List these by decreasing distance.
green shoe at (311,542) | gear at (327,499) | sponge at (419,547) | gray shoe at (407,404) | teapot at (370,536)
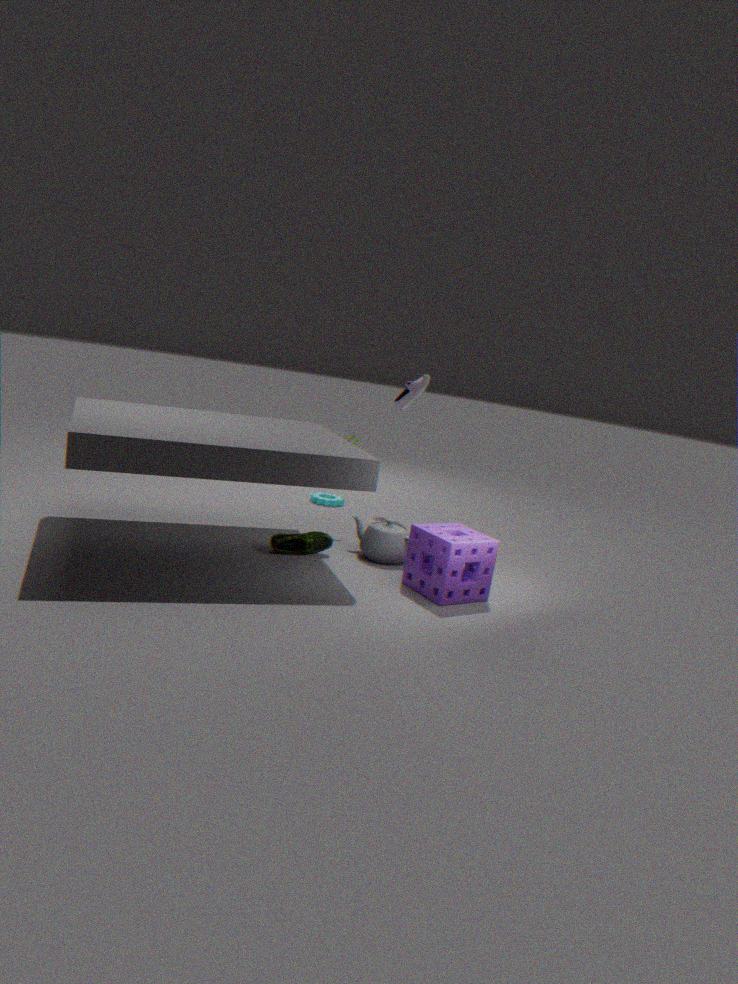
1. gray shoe at (407,404)
2. gear at (327,499)
3. teapot at (370,536)
4. green shoe at (311,542)
5. sponge at (419,547)
